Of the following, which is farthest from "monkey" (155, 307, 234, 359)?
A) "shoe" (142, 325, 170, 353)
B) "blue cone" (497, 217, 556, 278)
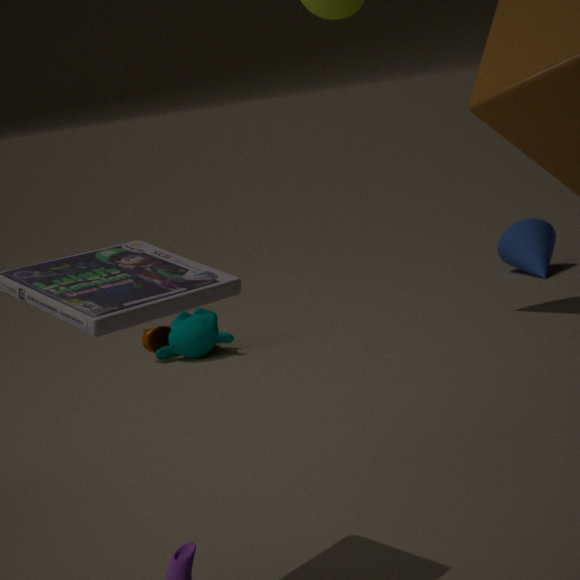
"blue cone" (497, 217, 556, 278)
